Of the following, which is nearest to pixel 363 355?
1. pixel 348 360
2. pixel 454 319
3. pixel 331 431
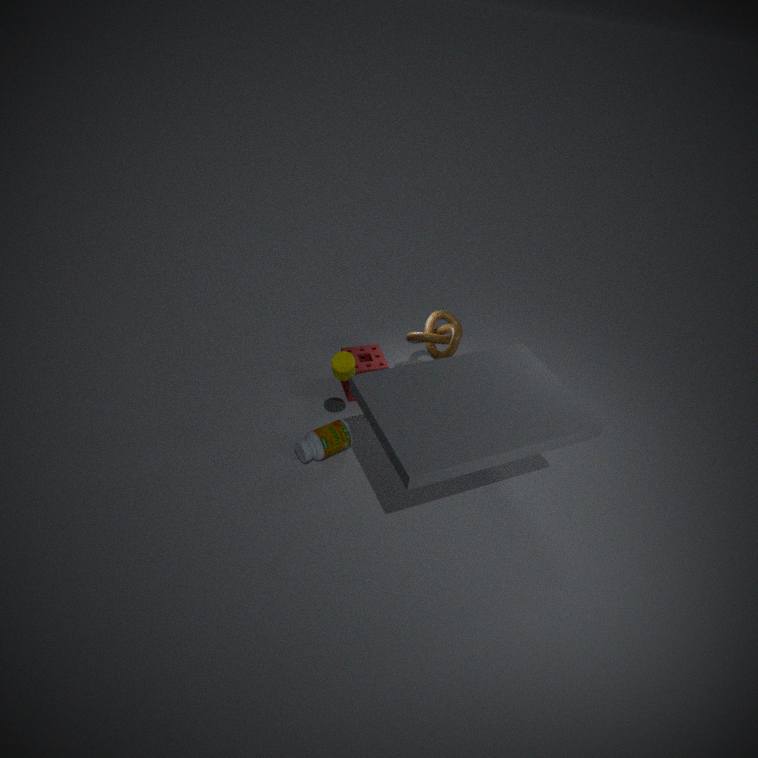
pixel 454 319
